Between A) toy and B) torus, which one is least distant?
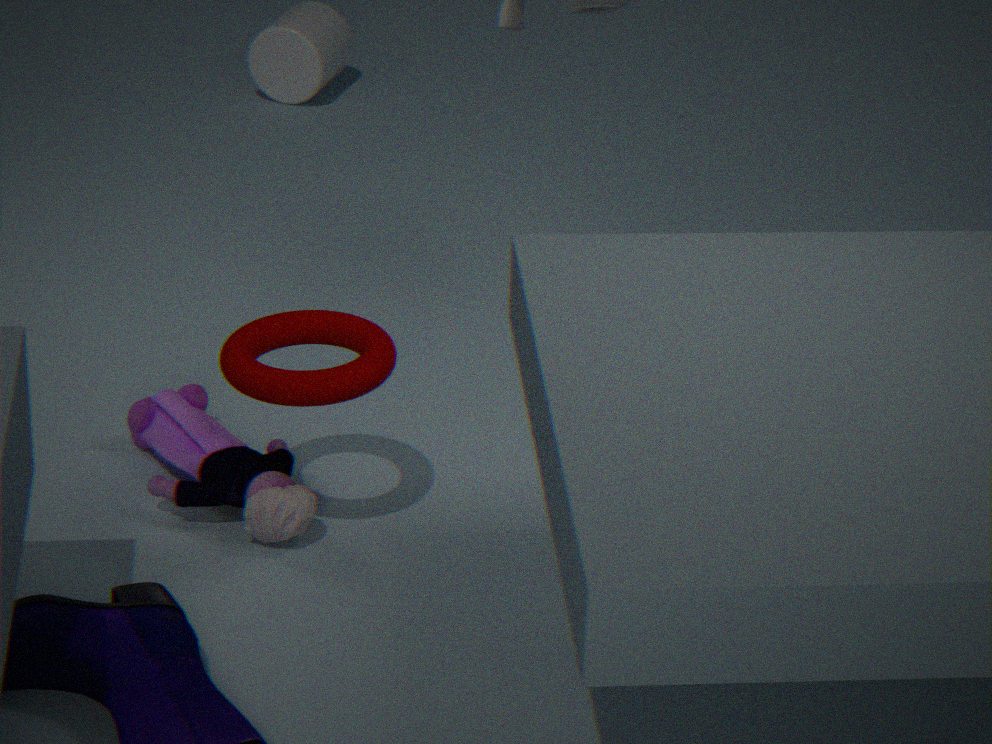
B. torus
